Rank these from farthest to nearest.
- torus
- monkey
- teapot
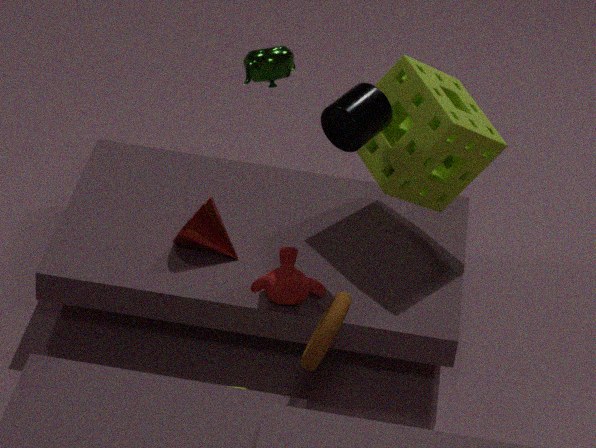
1. monkey
2. teapot
3. torus
